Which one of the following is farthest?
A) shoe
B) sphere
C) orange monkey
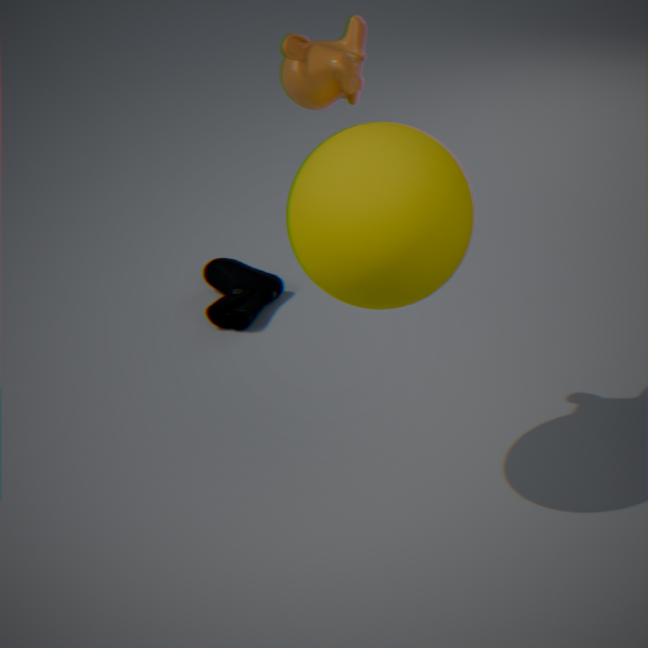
shoe
